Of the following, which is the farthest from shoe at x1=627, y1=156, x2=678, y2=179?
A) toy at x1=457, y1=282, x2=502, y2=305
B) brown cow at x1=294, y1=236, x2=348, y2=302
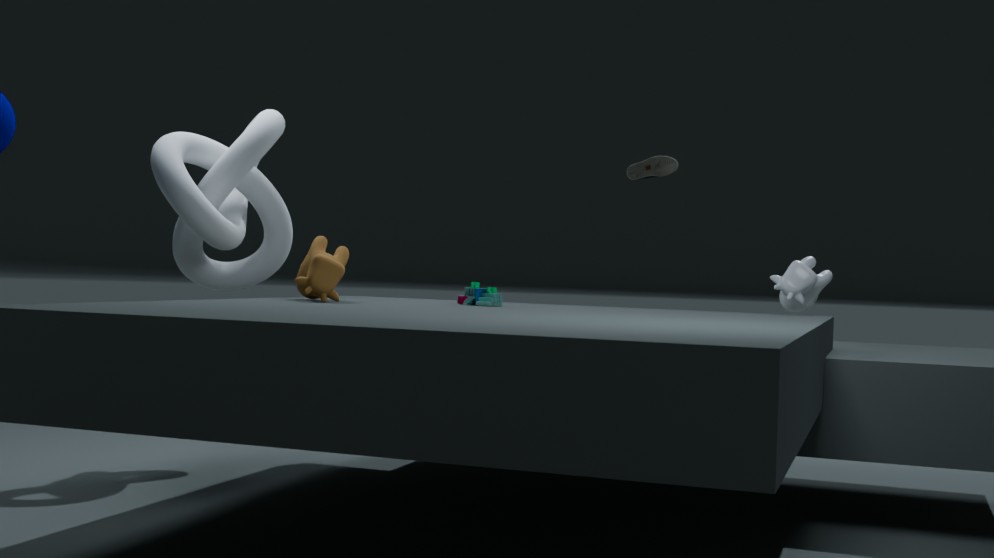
brown cow at x1=294, y1=236, x2=348, y2=302
